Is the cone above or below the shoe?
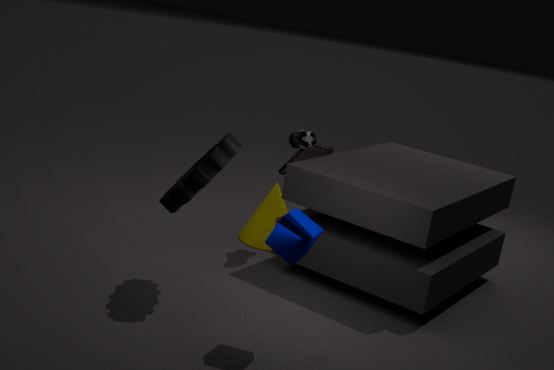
below
